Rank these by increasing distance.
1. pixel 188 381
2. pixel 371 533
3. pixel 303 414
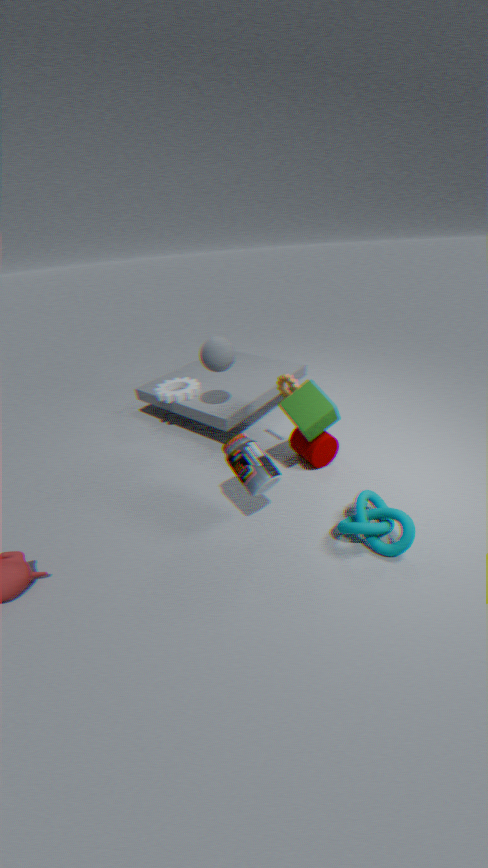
1. pixel 371 533
2. pixel 303 414
3. pixel 188 381
